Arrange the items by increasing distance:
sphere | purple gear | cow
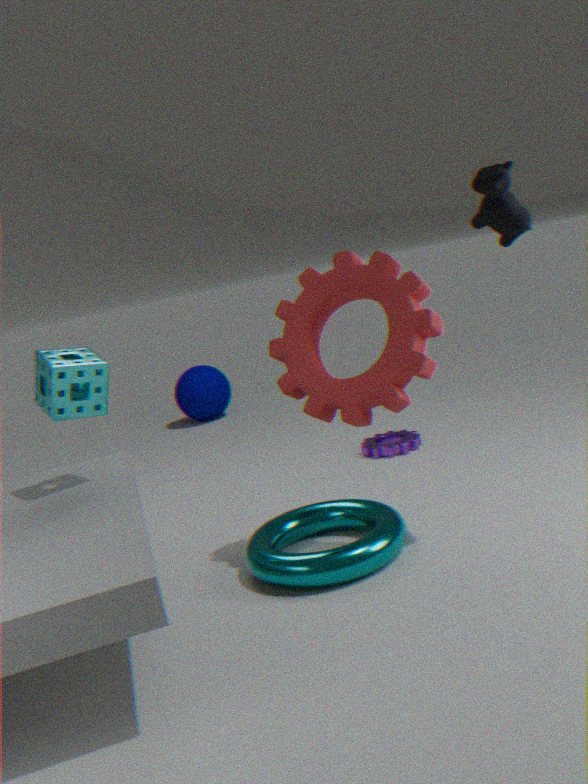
cow → purple gear → sphere
